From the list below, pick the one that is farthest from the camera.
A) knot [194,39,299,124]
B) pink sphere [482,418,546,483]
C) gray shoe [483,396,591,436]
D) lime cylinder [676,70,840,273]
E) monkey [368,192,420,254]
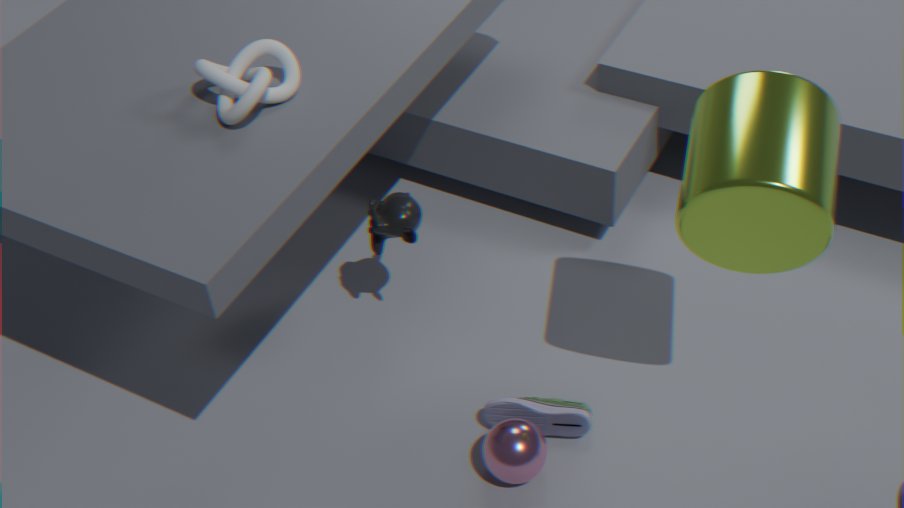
monkey [368,192,420,254]
